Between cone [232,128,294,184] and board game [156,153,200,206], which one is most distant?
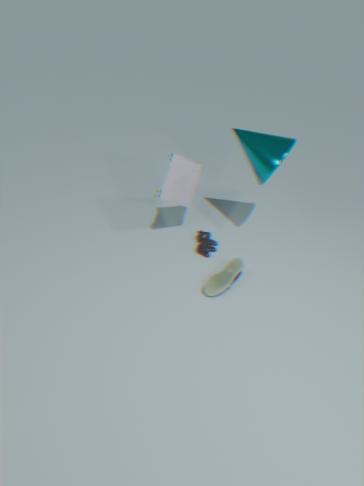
board game [156,153,200,206]
